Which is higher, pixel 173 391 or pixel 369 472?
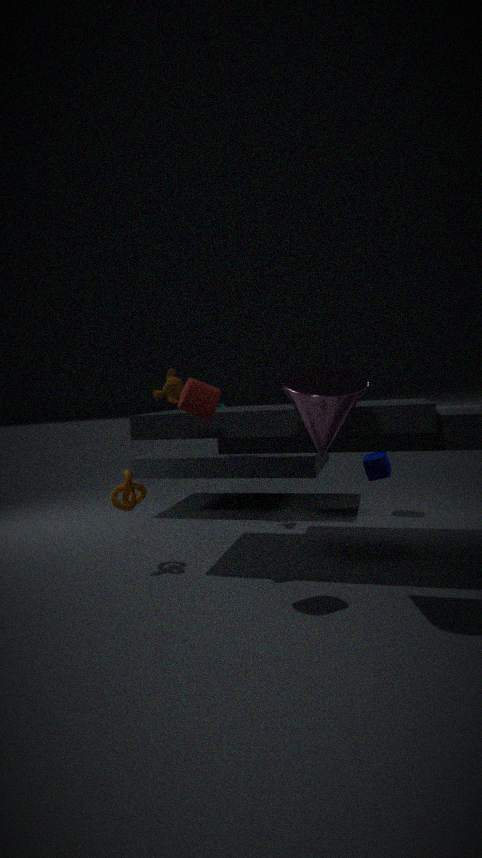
pixel 173 391
